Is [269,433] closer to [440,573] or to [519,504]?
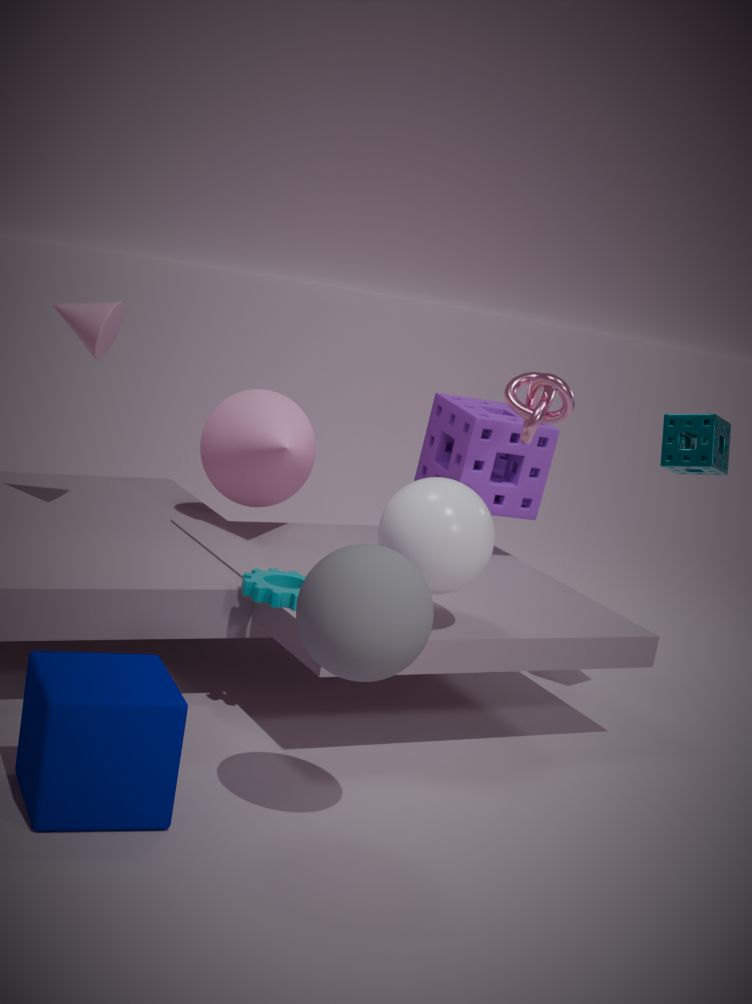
[519,504]
